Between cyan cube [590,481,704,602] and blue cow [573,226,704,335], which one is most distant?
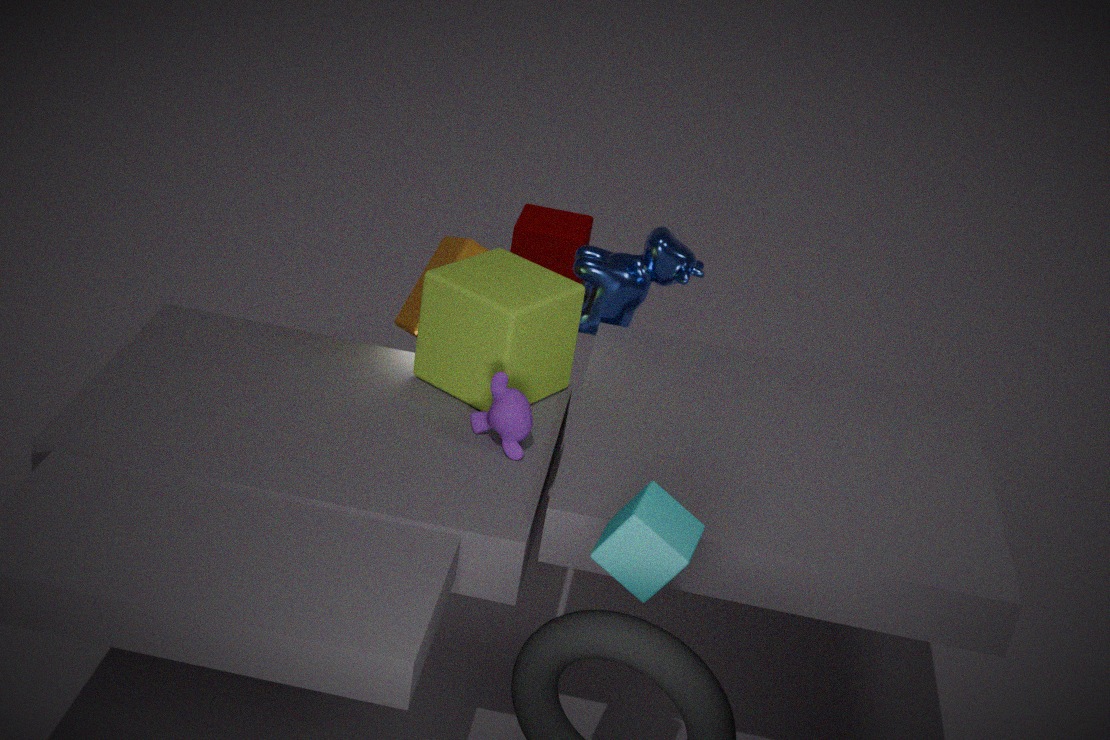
blue cow [573,226,704,335]
